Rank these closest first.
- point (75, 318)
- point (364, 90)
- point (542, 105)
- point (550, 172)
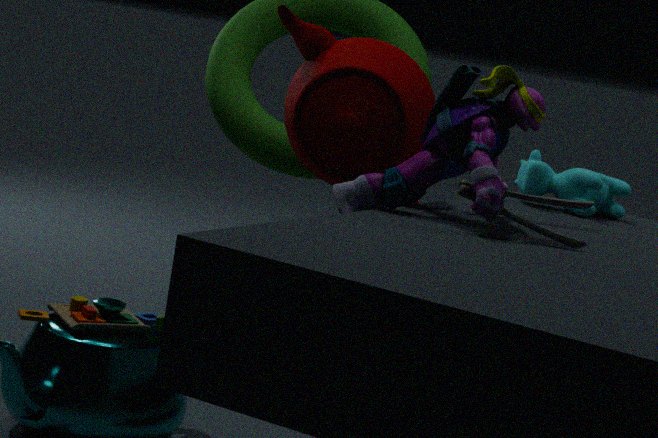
point (75, 318) → point (542, 105) → point (364, 90) → point (550, 172)
